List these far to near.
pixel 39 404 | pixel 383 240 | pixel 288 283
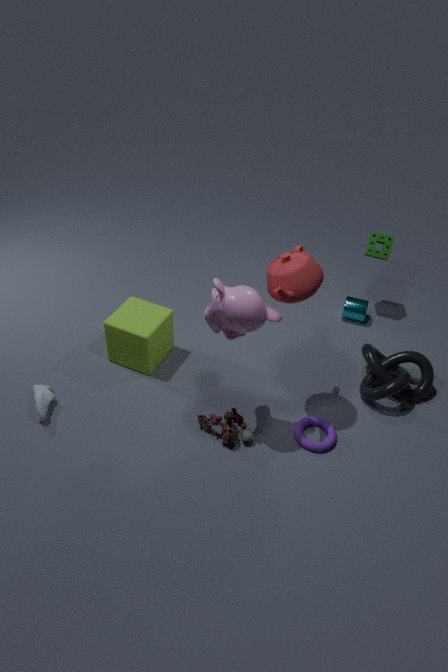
pixel 383 240 < pixel 39 404 < pixel 288 283
